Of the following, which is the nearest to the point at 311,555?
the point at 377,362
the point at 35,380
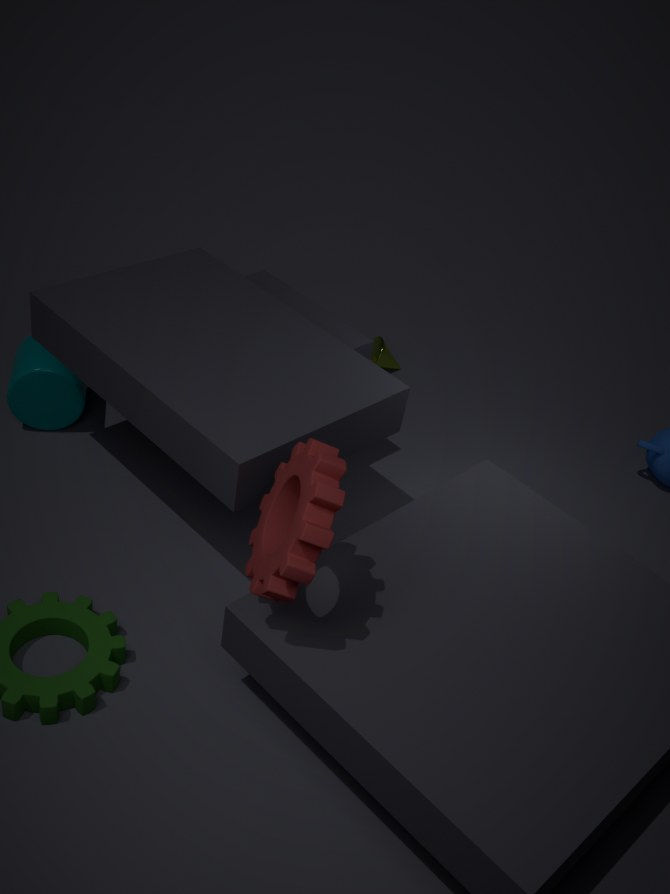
the point at 35,380
